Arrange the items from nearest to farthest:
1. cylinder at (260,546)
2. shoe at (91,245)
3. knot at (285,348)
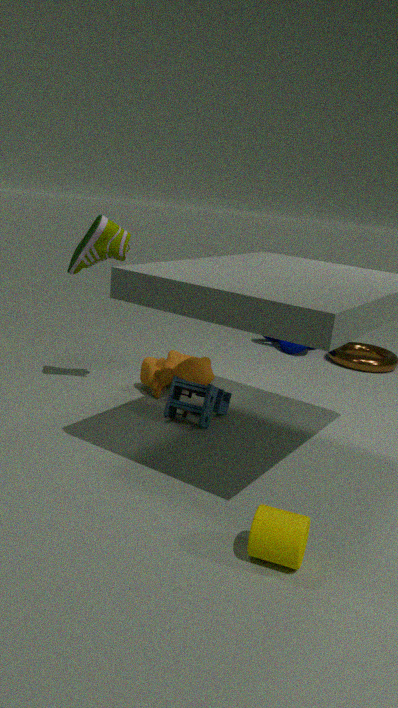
cylinder at (260,546) < shoe at (91,245) < knot at (285,348)
